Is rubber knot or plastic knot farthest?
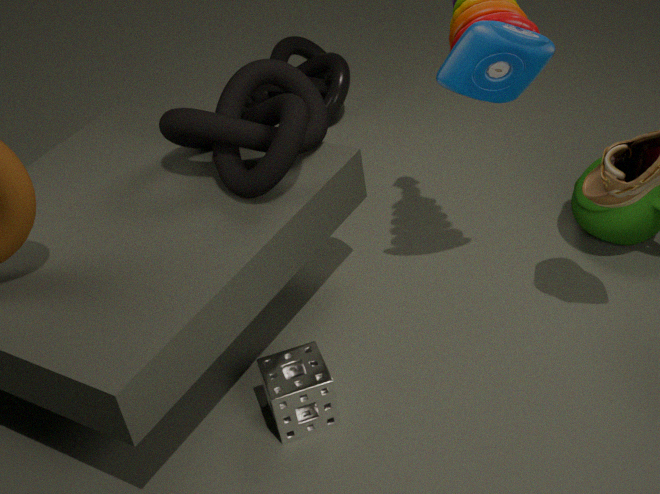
plastic knot
